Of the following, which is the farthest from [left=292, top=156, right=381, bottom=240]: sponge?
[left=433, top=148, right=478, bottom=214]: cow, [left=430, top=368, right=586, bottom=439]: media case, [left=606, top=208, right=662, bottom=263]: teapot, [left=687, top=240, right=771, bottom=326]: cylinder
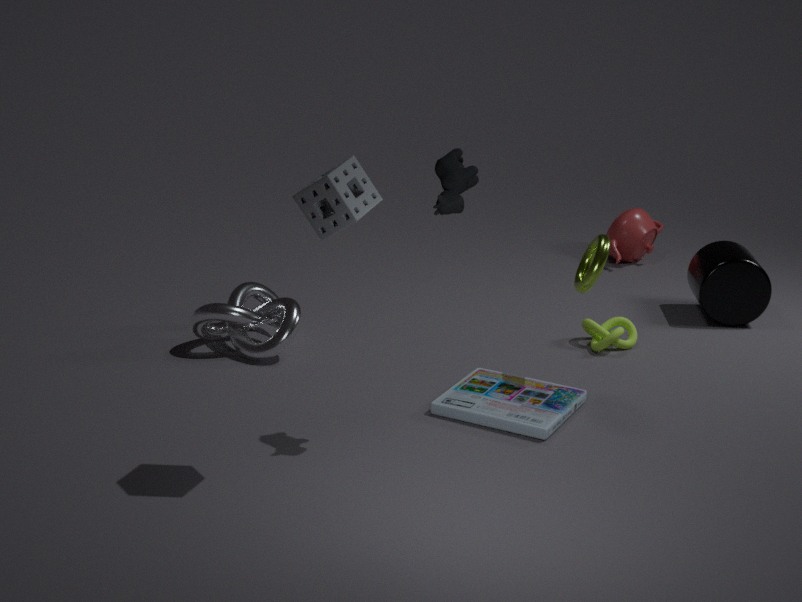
[left=606, top=208, right=662, bottom=263]: teapot
